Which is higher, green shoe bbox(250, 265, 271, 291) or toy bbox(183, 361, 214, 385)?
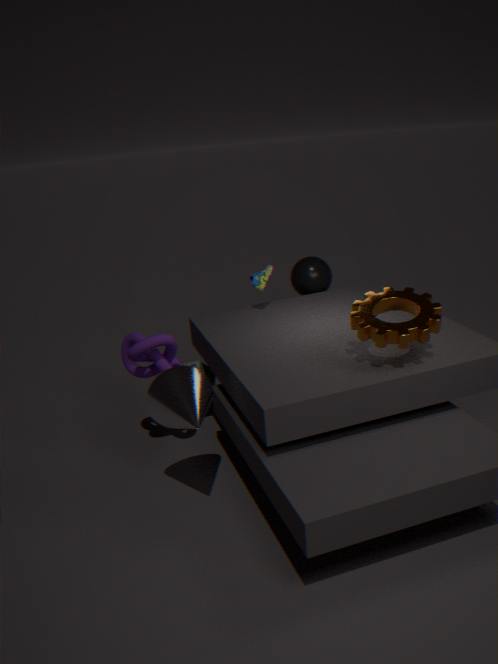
green shoe bbox(250, 265, 271, 291)
